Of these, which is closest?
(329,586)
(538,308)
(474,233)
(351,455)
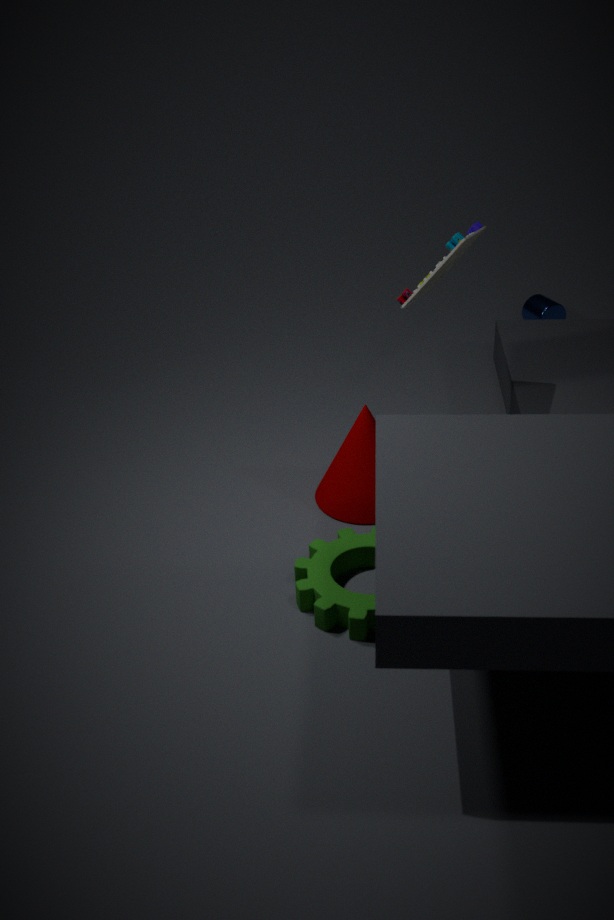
(329,586)
